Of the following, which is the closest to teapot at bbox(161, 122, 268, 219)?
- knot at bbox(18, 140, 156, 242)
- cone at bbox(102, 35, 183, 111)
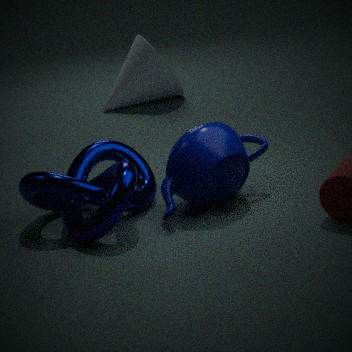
knot at bbox(18, 140, 156, 242)
